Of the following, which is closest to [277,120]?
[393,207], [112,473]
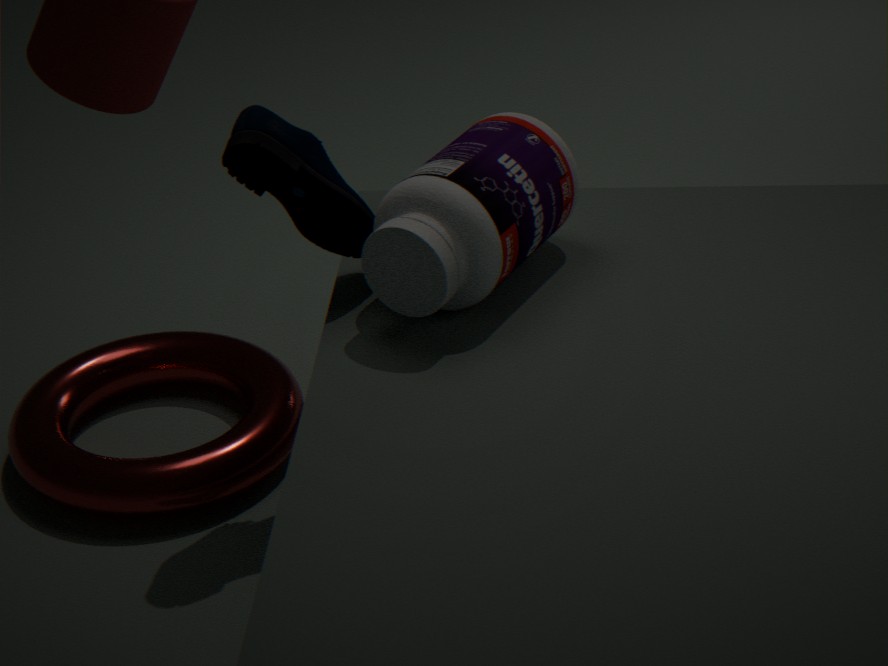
[393,207]
